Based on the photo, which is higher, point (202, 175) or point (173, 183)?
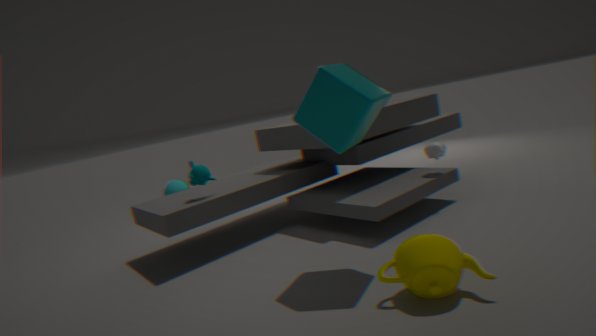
point (202, 175)
